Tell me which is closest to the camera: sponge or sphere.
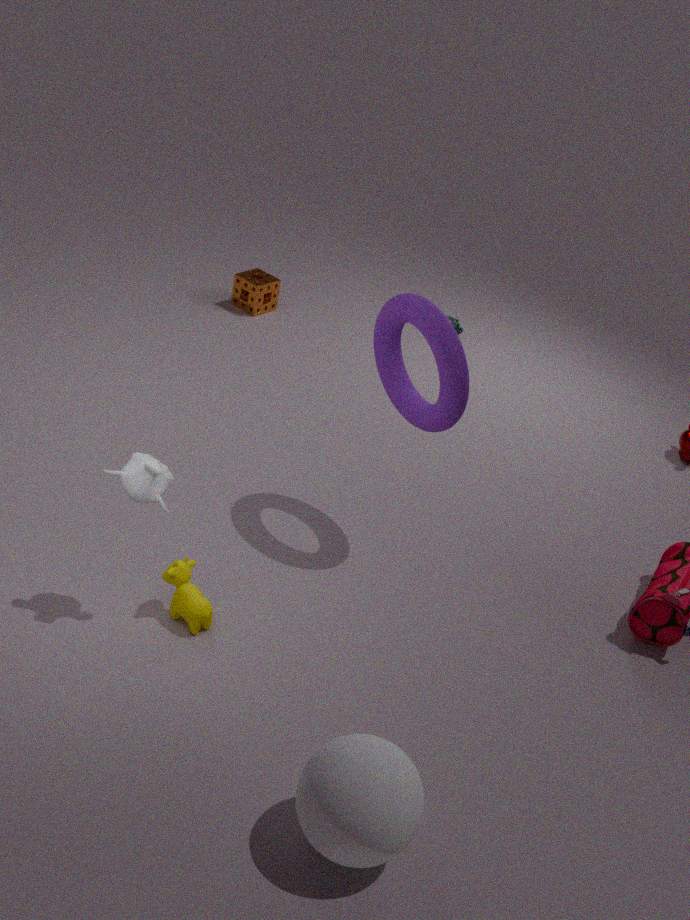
sphere
